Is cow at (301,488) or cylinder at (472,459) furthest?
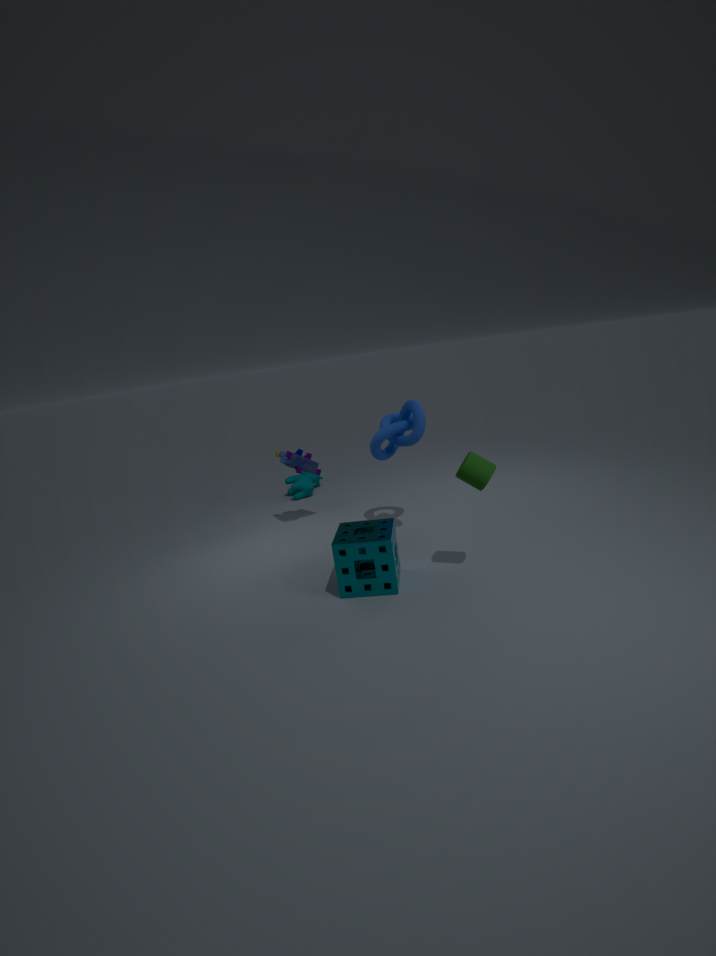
cow at (301,488)
